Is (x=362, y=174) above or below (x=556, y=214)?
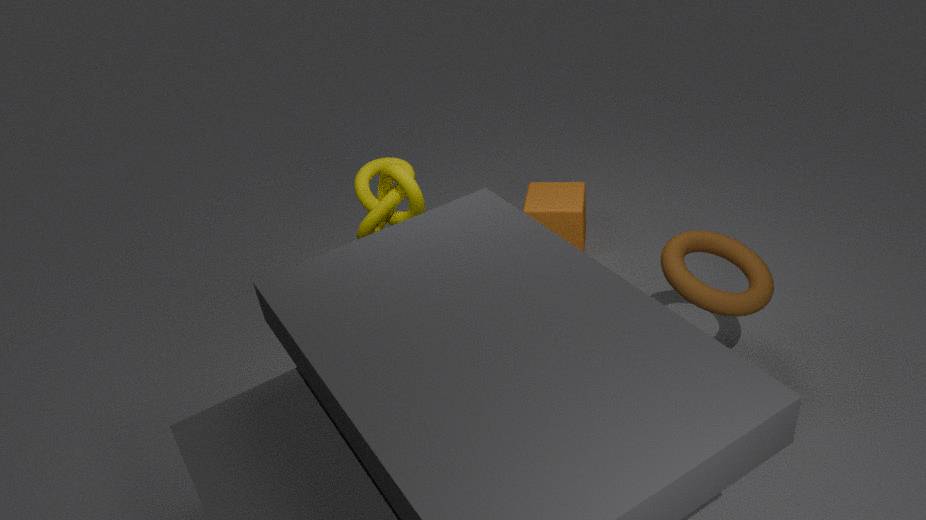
above
